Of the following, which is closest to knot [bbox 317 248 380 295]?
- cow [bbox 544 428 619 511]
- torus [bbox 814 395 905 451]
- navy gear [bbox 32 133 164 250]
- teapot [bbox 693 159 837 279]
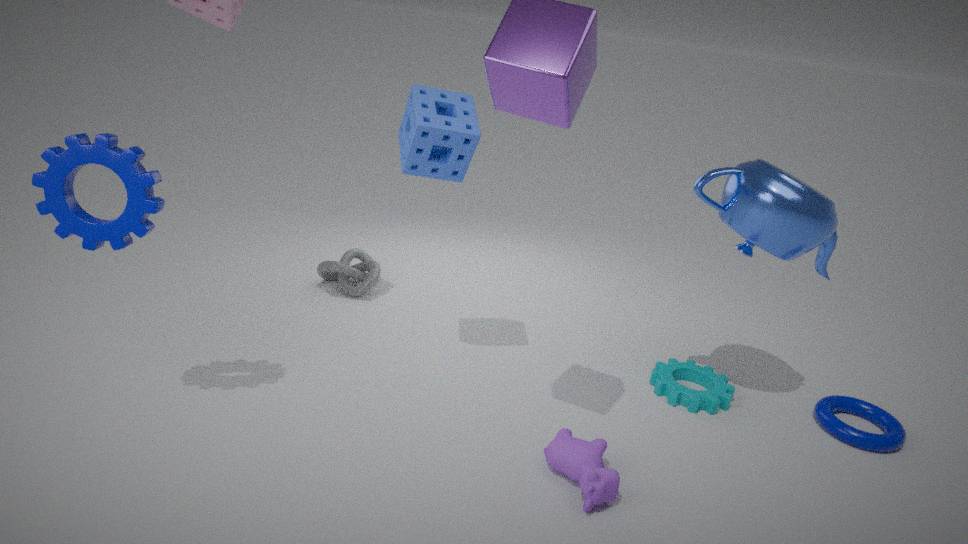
navy gear [bbox 32 133 164 250]
